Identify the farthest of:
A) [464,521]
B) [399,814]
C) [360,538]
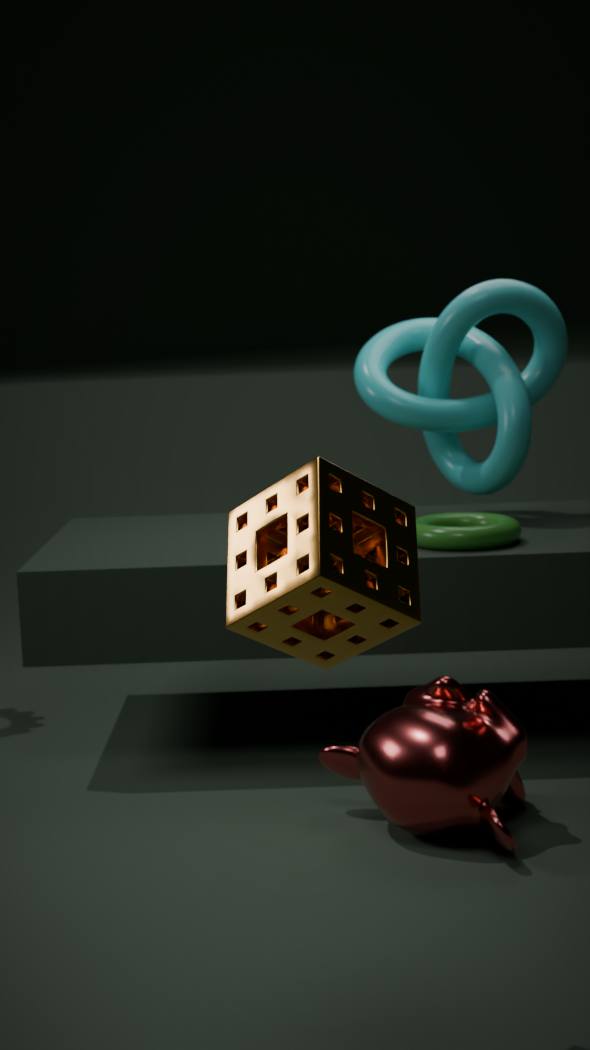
[464,521]
